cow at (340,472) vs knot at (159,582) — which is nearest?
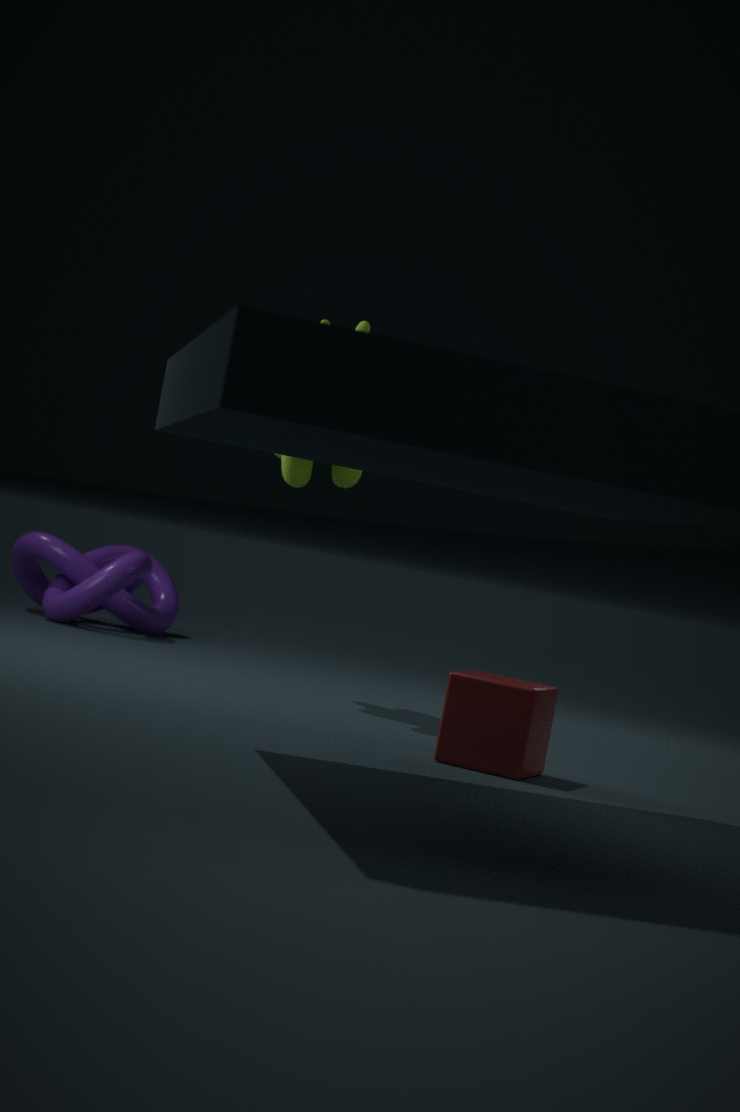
cow at (340,472)
